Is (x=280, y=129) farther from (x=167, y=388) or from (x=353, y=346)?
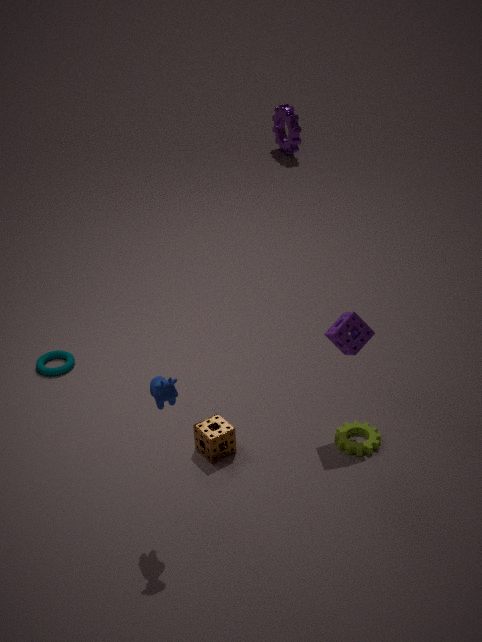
(x=167, y=388)
